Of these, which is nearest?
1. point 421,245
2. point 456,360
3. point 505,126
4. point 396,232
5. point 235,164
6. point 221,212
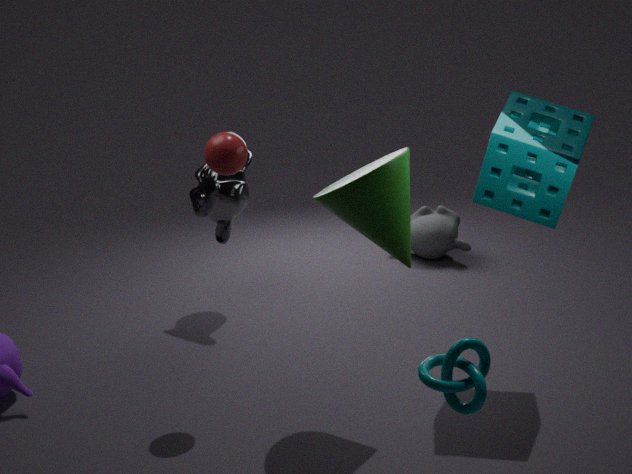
point 456,360
